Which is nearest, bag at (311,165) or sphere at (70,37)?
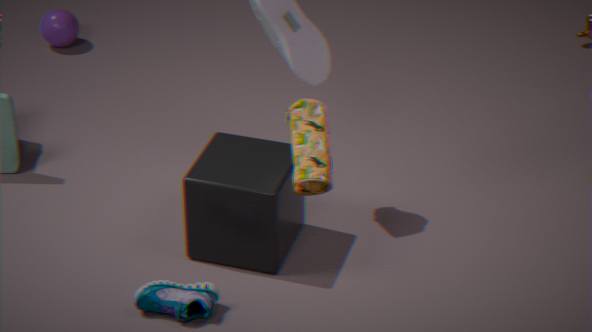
bag at (311,165)
